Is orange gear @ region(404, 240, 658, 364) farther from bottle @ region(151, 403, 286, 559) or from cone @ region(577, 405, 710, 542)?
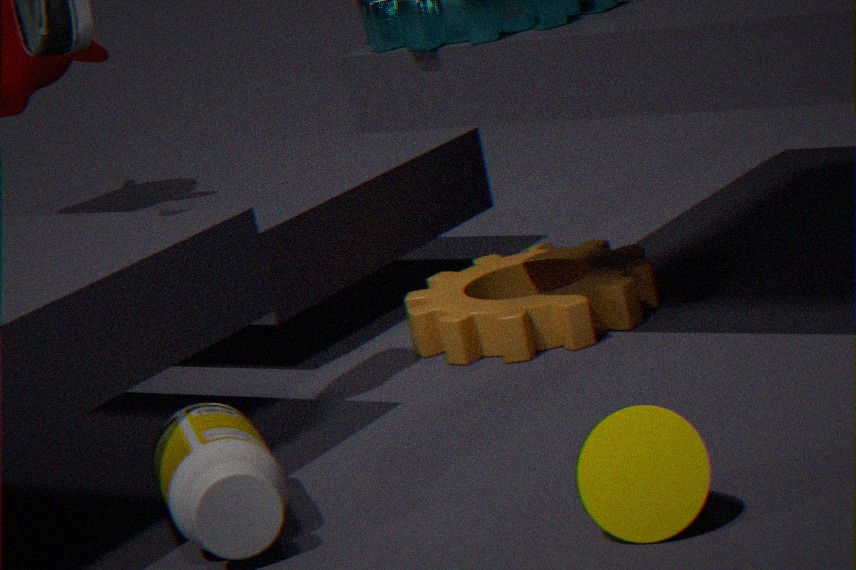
cone @ region(577, 405, 710, 542)
